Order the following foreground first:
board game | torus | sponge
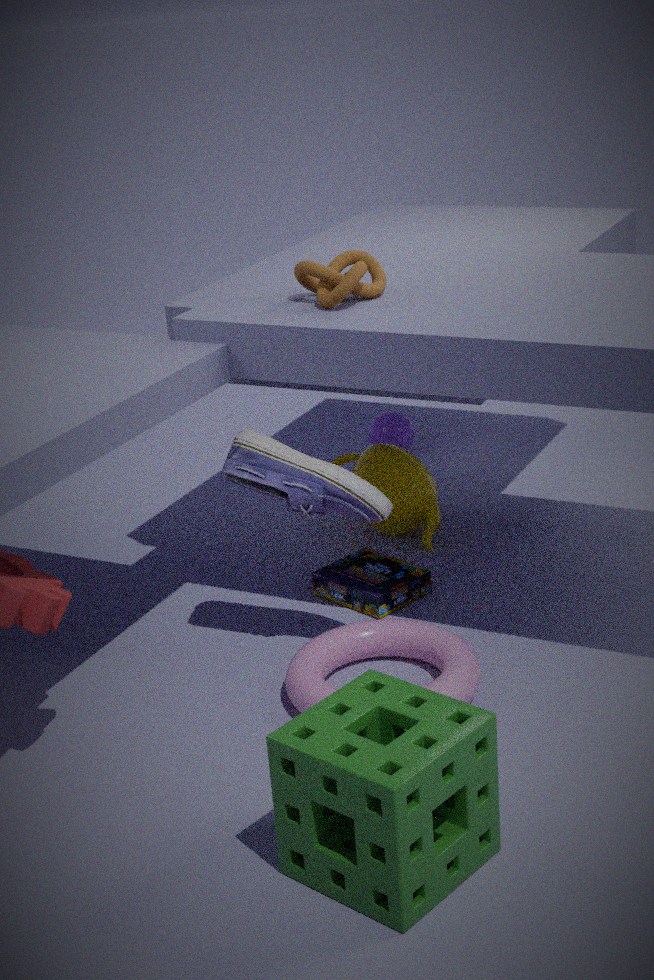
sponge → torus → board game
